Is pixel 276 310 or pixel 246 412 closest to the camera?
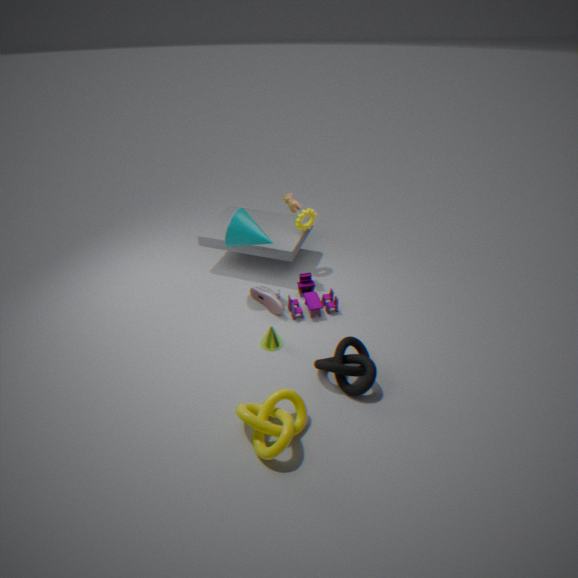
pixel 246 412
